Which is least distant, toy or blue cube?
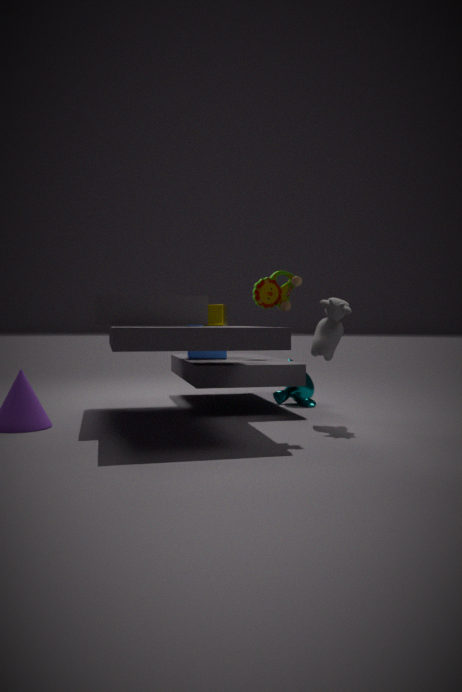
toy
